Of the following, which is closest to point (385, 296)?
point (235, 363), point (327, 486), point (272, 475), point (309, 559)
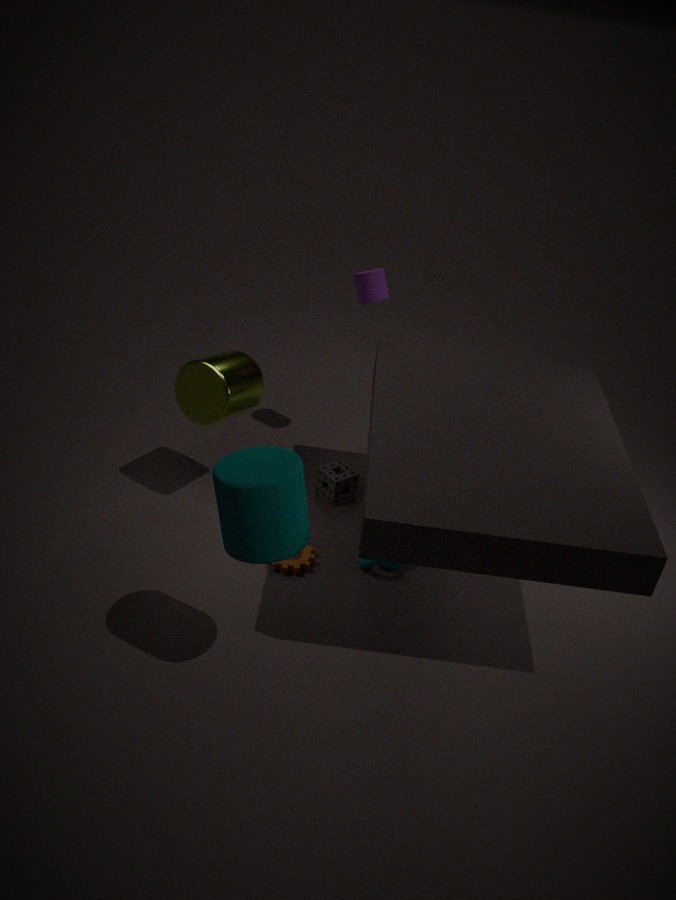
point (235, 363)
